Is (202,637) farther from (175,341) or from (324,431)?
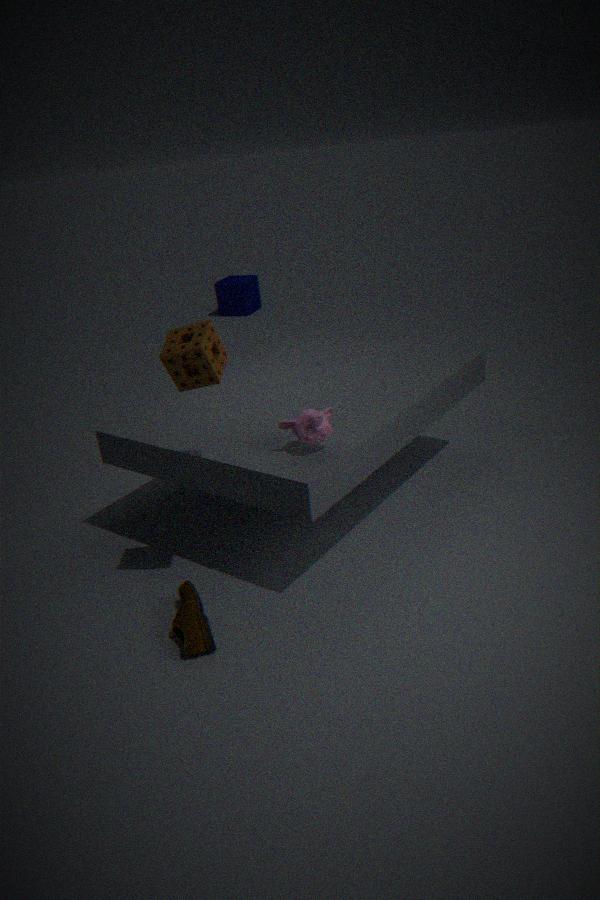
(175,341)
